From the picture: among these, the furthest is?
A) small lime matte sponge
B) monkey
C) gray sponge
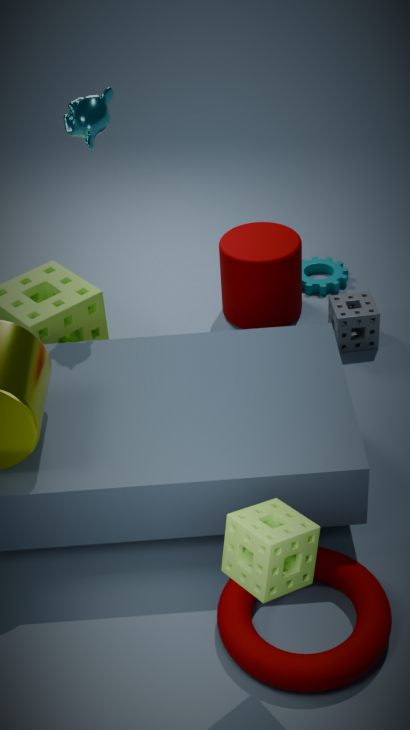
gray sponge
